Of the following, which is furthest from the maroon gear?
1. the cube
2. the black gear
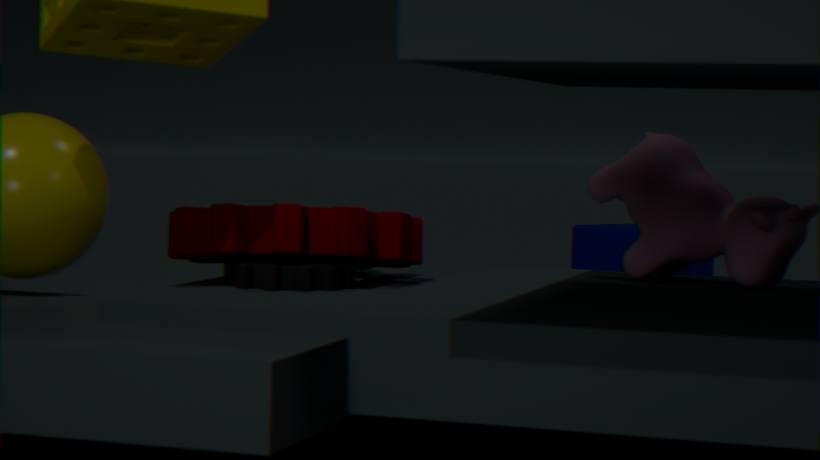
the cube
